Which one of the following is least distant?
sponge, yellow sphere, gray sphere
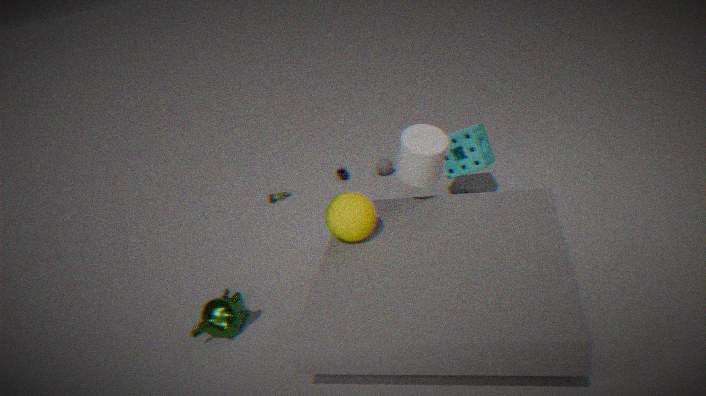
yellow sphere
